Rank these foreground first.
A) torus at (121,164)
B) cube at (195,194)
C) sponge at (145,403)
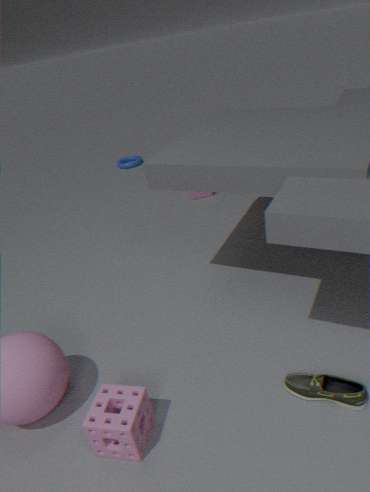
sponge at (145,403) → cube at (195,194) → torus at (121,164)
